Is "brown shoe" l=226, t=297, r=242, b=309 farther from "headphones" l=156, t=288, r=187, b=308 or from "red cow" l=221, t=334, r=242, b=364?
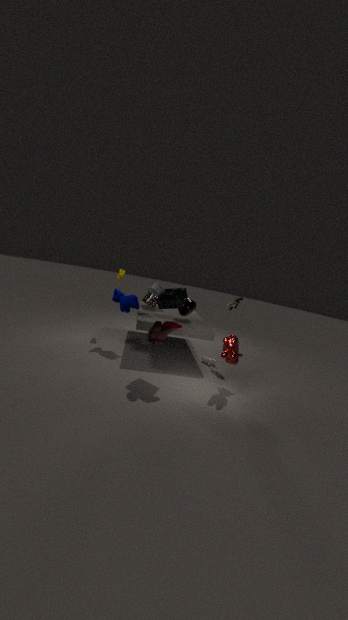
"headphones" l=156, t=288, r=187, b=308
